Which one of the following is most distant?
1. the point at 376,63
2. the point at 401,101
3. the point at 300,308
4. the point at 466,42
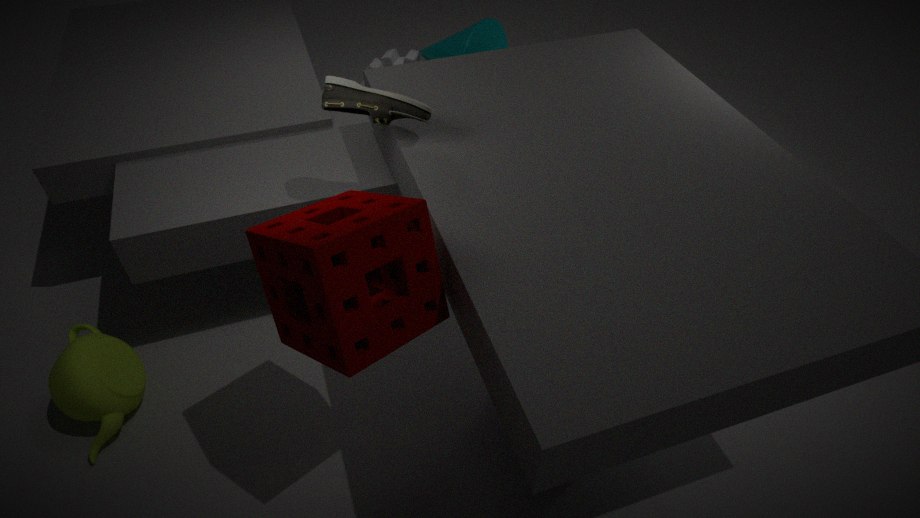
the point at 376,63
